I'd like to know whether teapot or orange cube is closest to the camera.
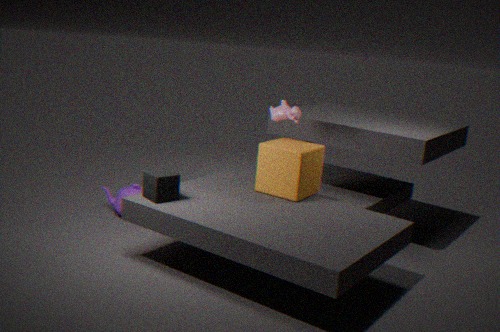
orange cube
